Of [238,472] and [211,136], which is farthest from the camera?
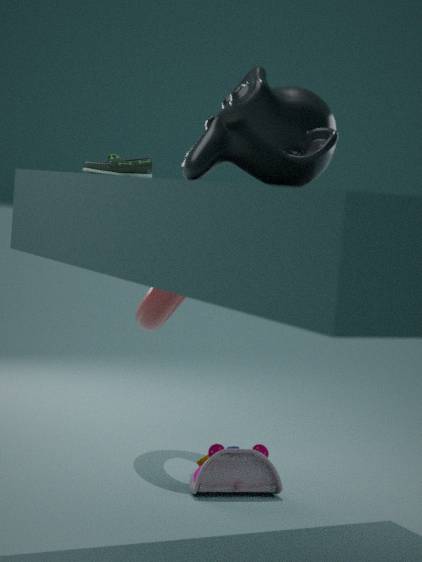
[238,472]
